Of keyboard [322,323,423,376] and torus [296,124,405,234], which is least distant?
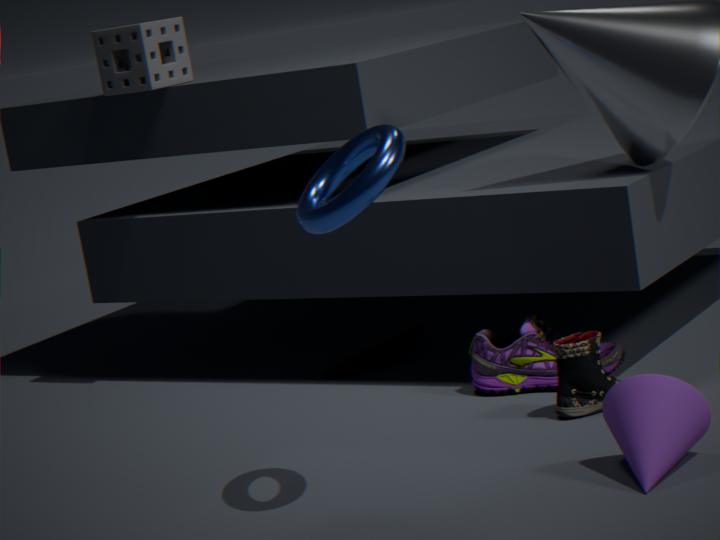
torus [296,124,405,234]
